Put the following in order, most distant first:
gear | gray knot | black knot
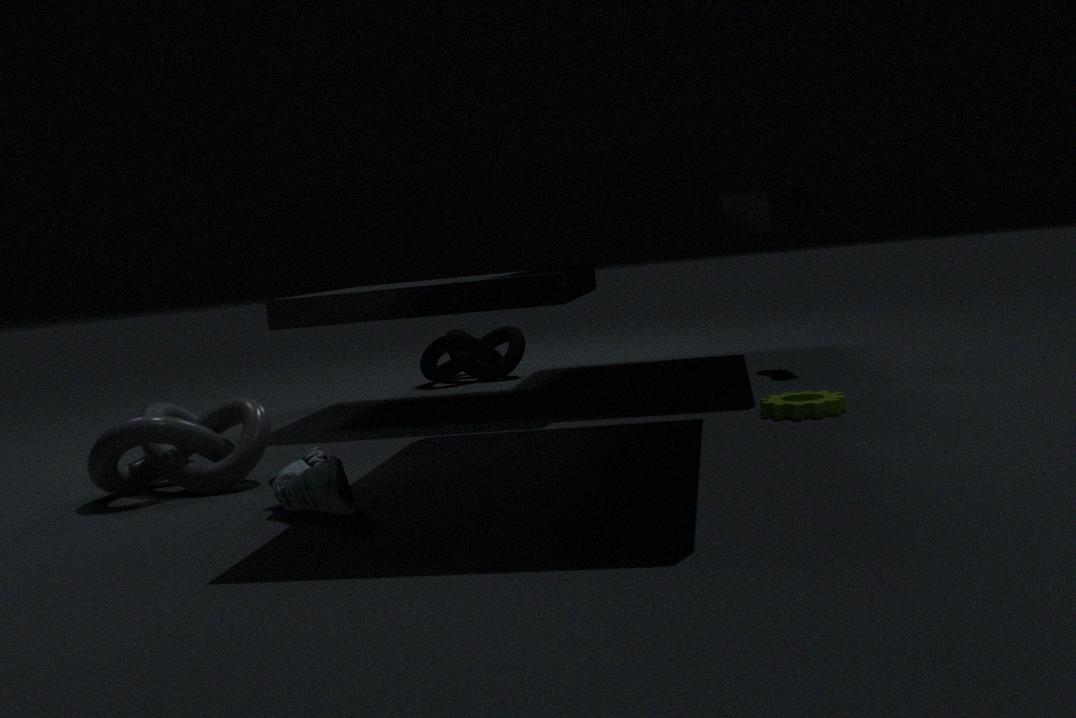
black knot < gear < gray knot
